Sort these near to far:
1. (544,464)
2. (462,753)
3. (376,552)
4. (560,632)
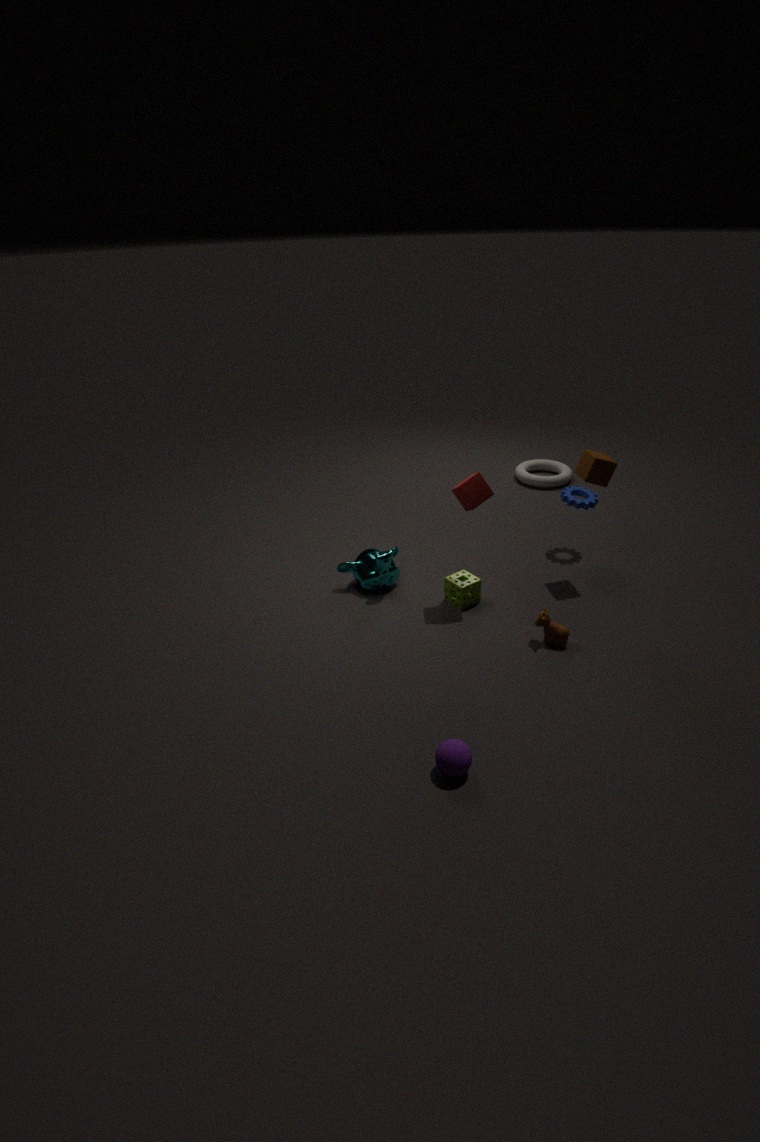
(462,753)
(560,632)
(376,552)
(544,464)
